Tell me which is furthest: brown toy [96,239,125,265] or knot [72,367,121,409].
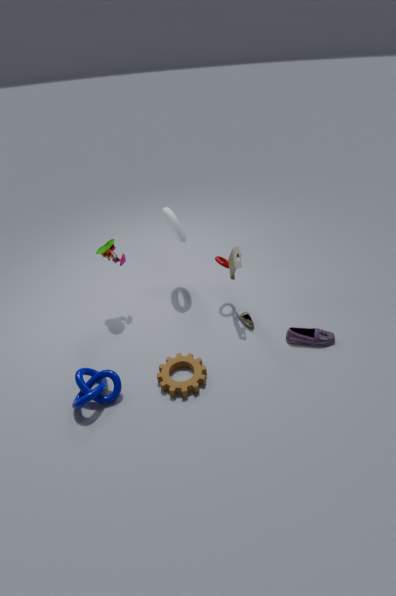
brown toy [96,239,125,265]
